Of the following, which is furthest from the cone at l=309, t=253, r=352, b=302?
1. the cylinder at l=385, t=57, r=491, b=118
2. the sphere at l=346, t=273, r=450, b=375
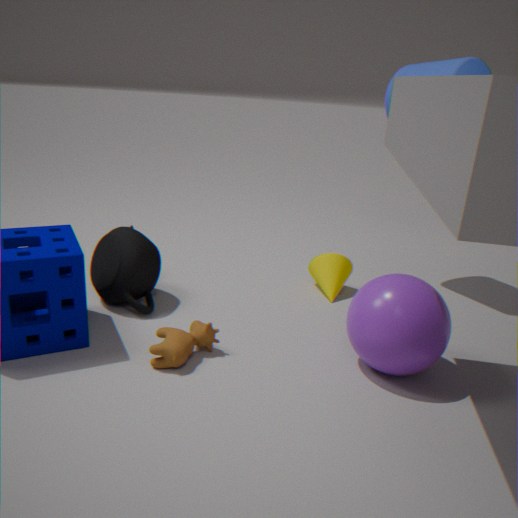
the cylinder at l=385, t=57, r=491, b=118
